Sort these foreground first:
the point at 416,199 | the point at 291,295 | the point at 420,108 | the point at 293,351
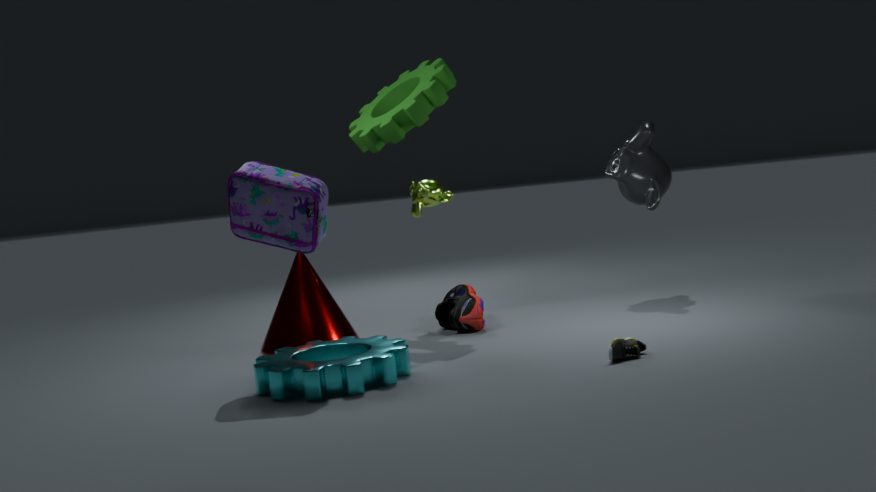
the point at 293,351, the point at 420,108, the point at 291,295, the point at 416,199
